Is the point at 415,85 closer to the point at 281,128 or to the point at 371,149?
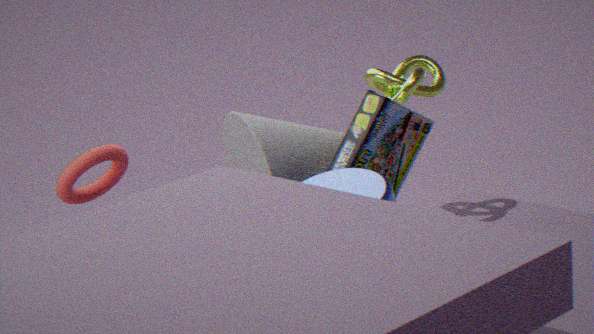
the point at 371,149
